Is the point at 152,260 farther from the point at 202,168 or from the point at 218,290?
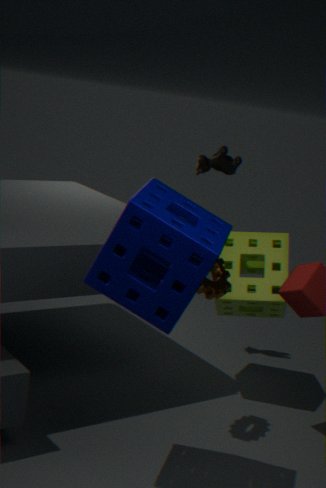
the point at 202,168
